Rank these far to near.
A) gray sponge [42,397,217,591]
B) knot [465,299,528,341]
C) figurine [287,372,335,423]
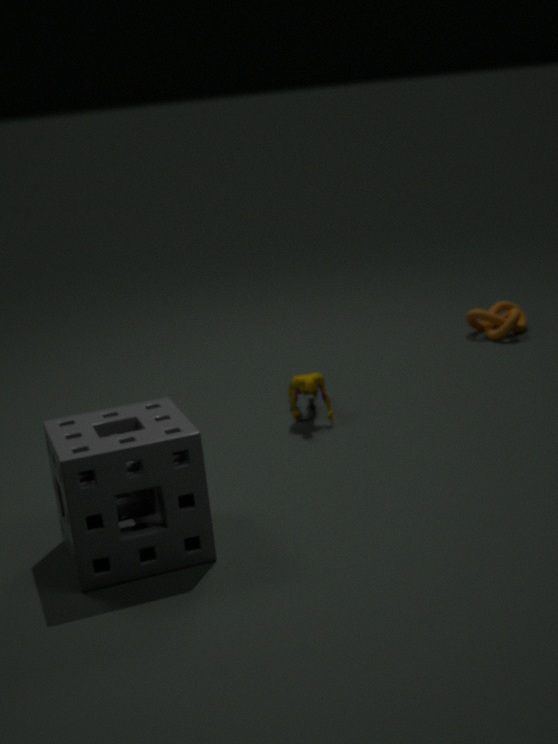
1. knot [465,299,528,341]
2. figurine [287,372,335,423]
3. gray sponge [42,397,217,591]
